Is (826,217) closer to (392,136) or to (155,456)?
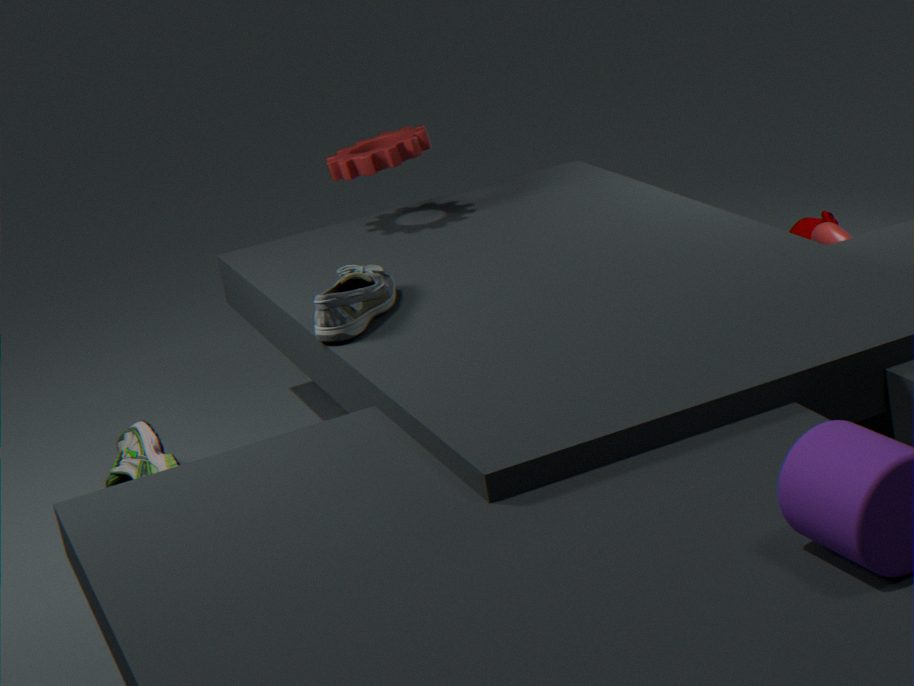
(392,136)
